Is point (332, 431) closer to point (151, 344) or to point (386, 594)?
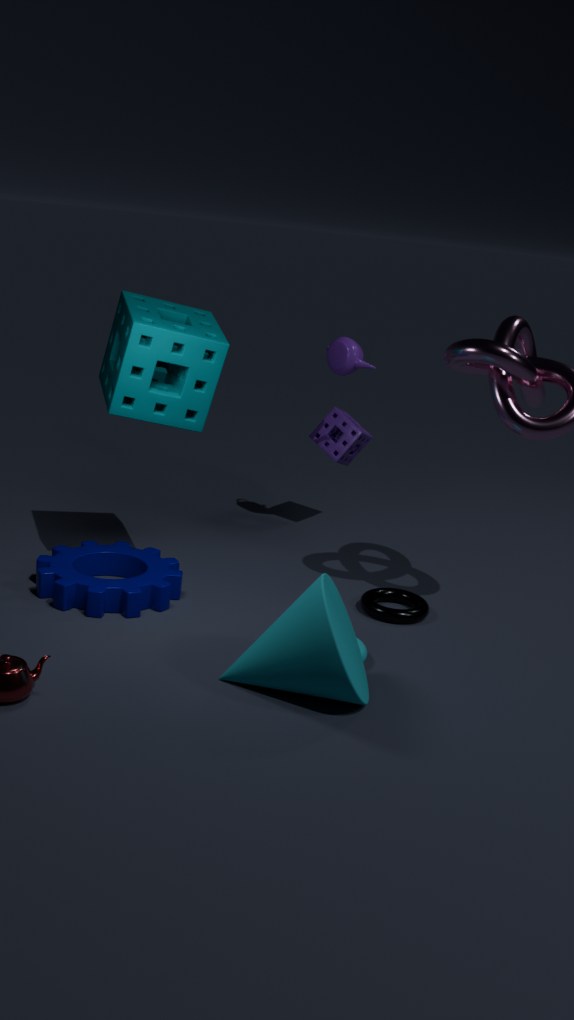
point (386, 594)
